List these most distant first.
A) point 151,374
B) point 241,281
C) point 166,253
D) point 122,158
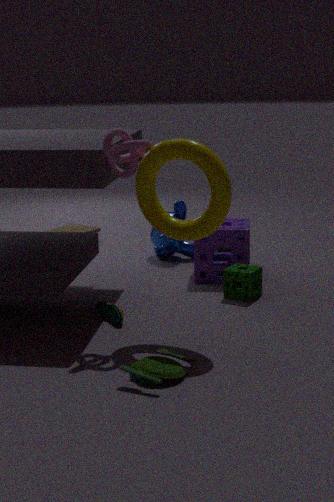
point 166,253 → point 241,281 → point 122,158 → point 151,374
